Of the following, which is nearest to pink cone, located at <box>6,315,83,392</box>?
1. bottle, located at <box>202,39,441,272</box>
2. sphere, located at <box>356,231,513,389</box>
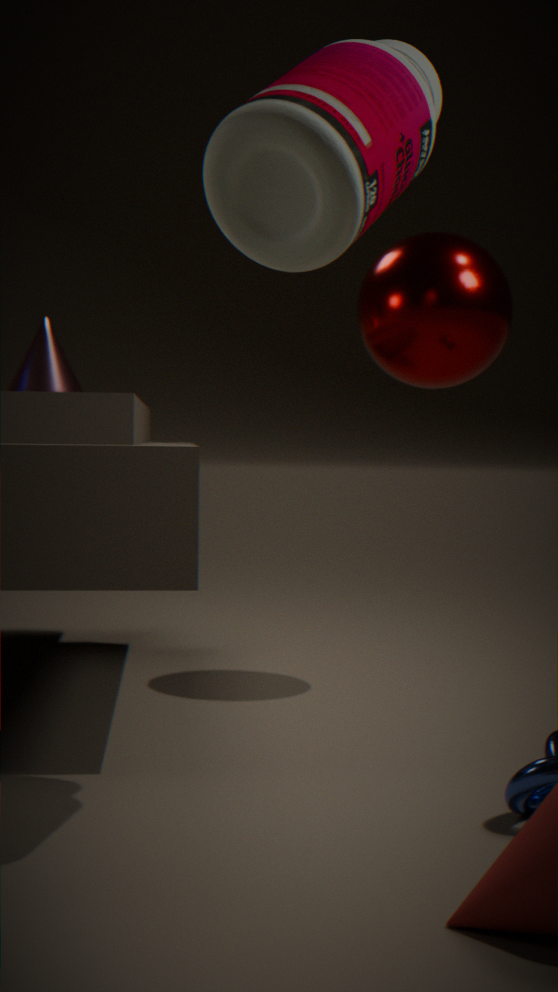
sphere, located at <box>356,231,513,389</box>
